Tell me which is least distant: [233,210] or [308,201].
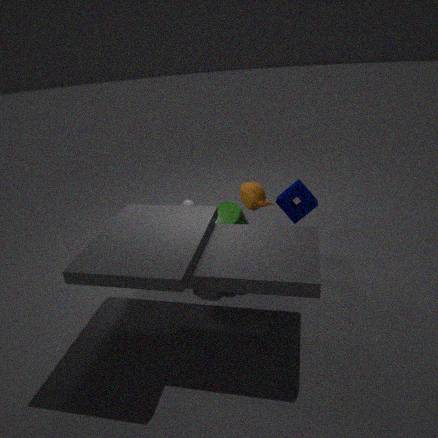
[233,210]
